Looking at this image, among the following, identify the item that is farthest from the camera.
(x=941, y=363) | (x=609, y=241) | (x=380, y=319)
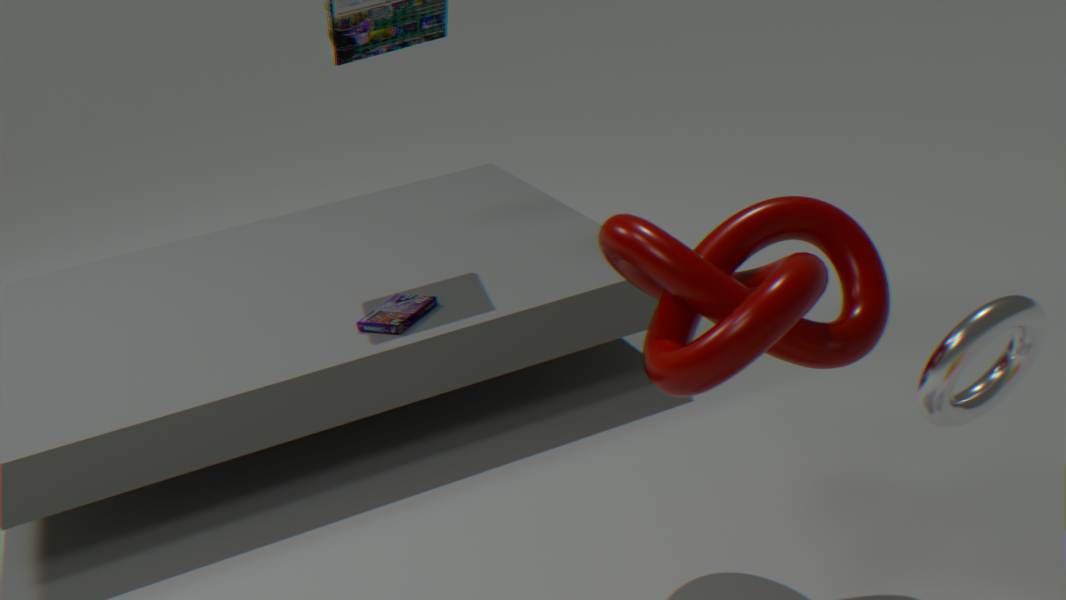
(x=380, y=319)
